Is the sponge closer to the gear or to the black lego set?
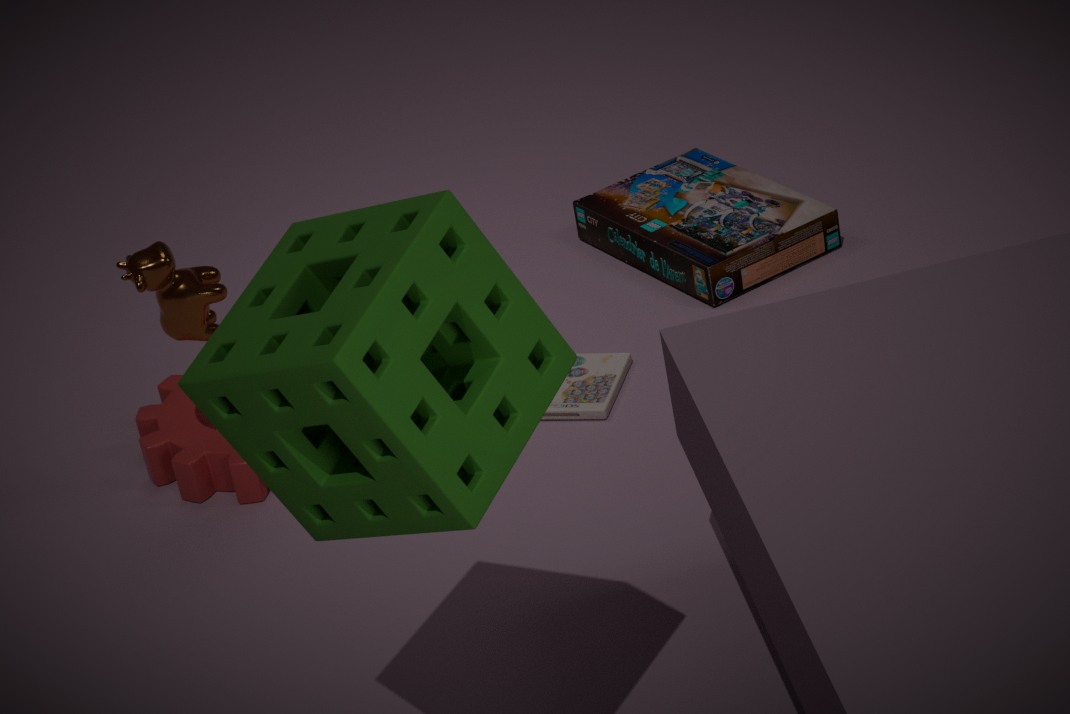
the gear
